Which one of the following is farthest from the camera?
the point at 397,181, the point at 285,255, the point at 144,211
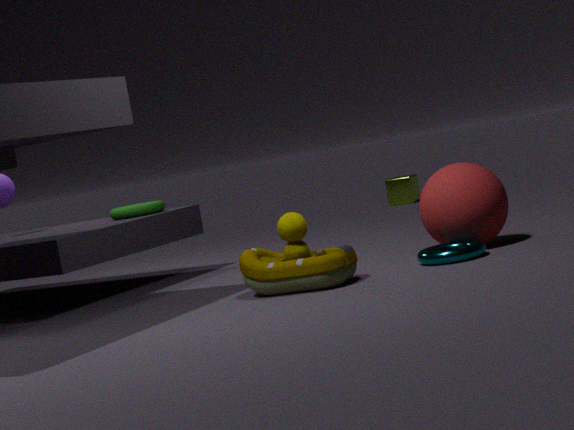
the point at 397,181
